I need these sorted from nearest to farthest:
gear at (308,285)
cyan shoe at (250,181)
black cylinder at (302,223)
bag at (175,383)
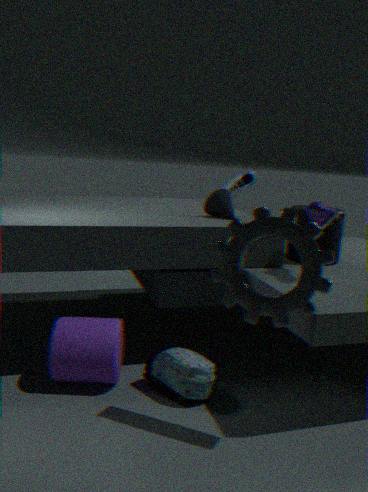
→ gear at (308,285) → bag at (175,383) → black cylinder at (302,223) → cyan shoe at (250,181)
